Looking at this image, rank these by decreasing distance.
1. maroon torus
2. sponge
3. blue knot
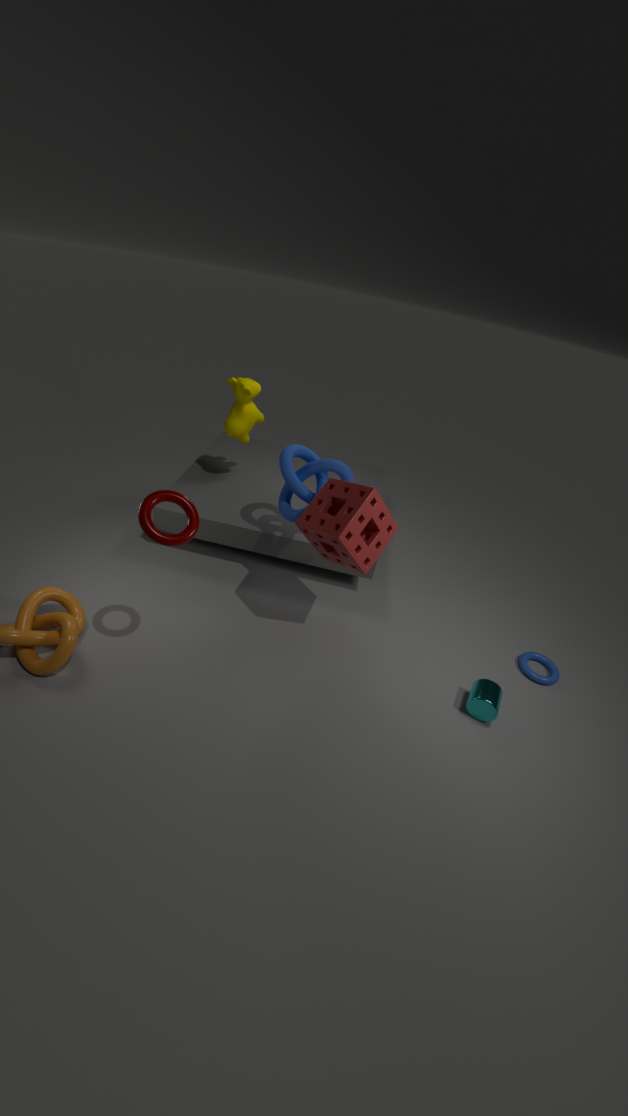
blue knot → sponge → maroon torus
